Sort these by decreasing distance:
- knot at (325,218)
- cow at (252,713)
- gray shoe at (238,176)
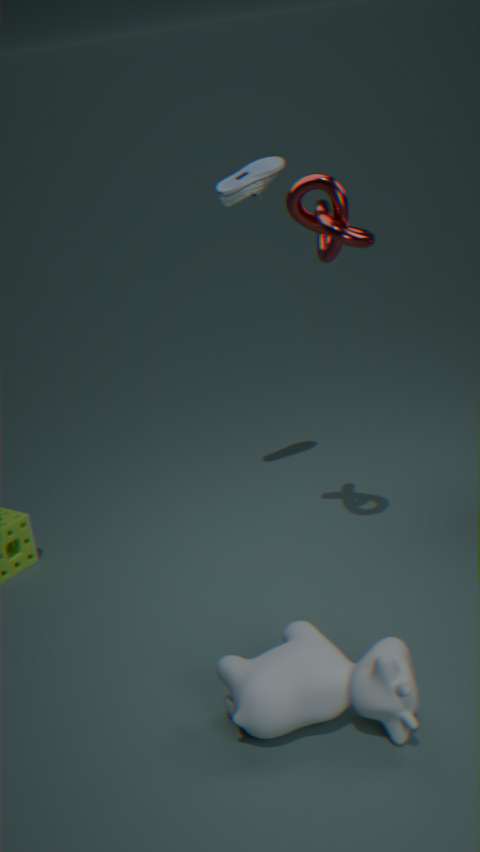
gray shoe at (238,176) → knot at (325,218) → cow at (252,713)
